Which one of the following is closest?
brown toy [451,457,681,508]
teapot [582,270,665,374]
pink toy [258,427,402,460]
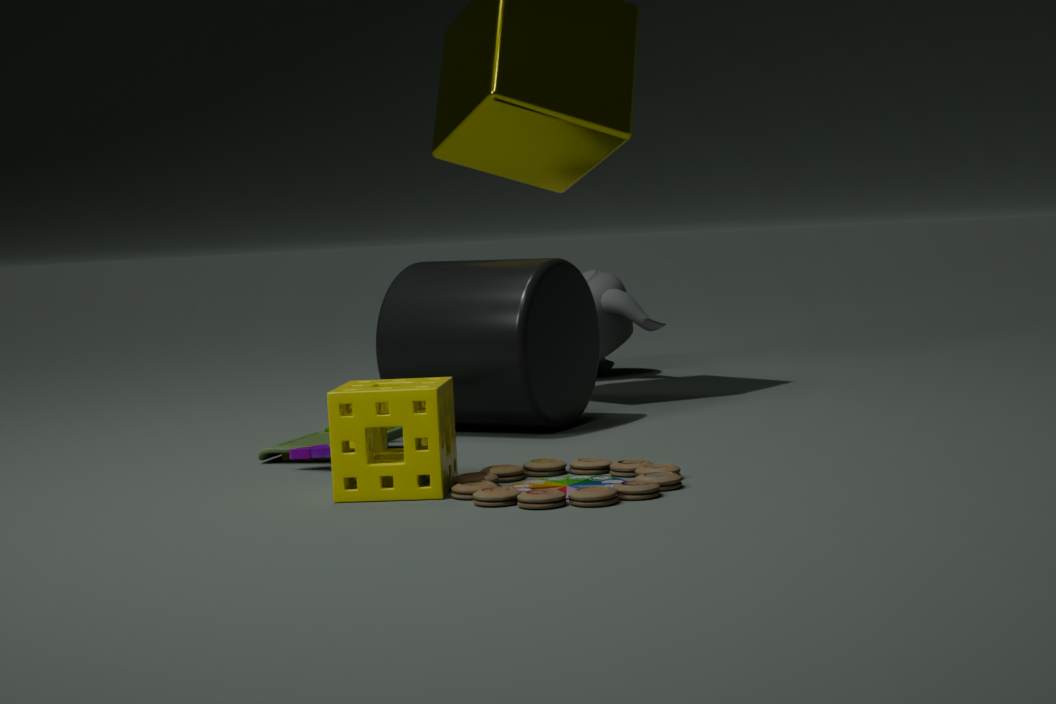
brown toy [451,457,681,508]
